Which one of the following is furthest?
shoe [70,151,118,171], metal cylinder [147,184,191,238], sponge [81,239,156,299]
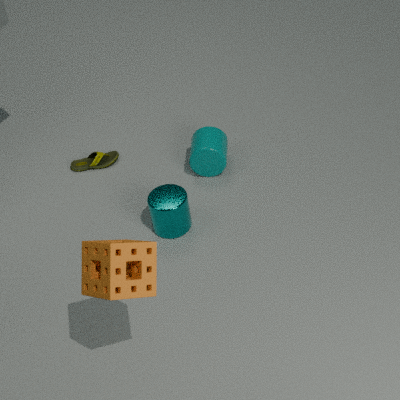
shoe [70,151,118,171]
